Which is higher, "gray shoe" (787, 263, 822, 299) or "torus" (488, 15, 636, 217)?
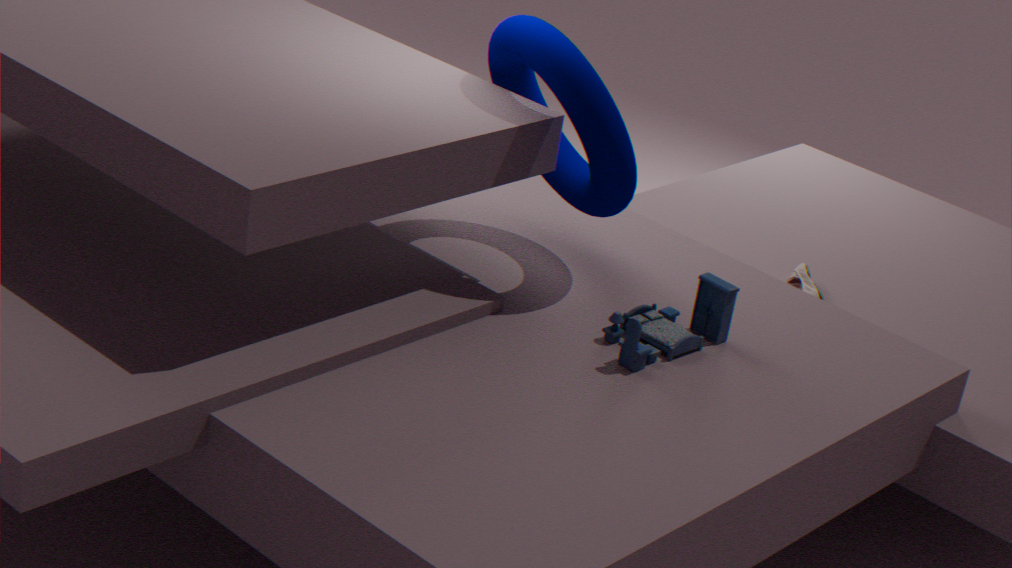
"torus" (488, 15, 636, 217)
